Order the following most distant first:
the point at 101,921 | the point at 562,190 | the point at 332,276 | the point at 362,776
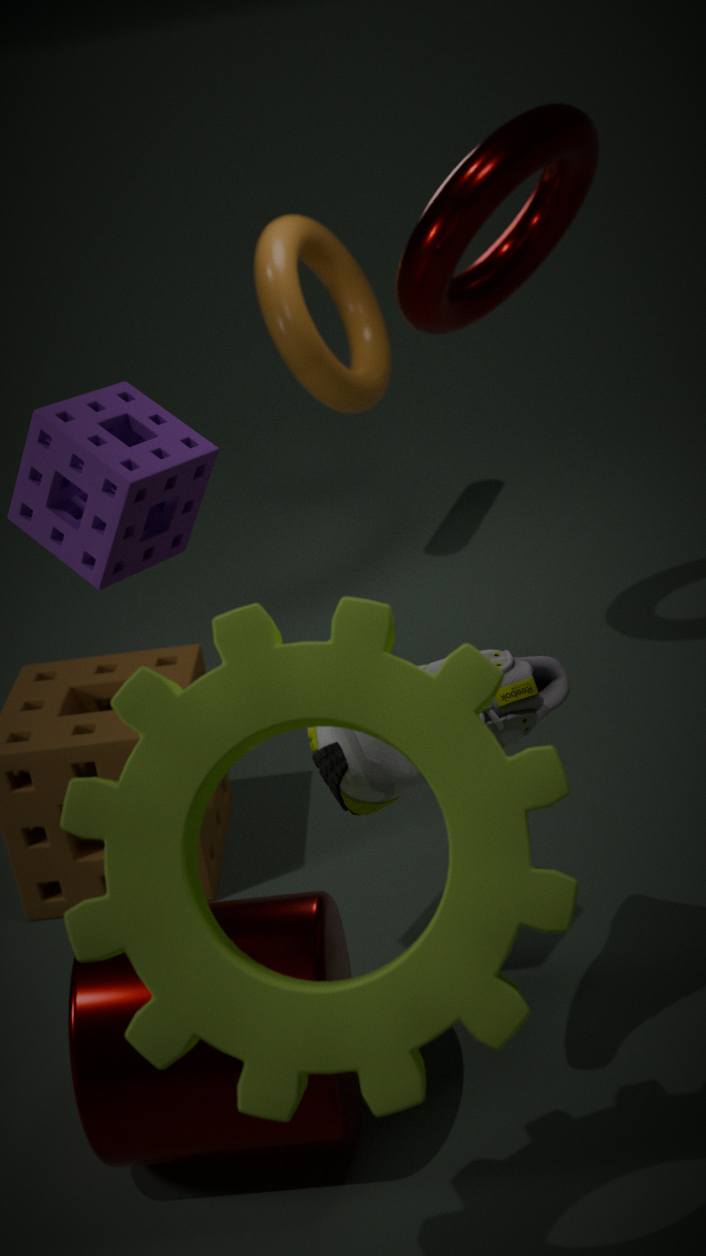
1. the point at 332,276
2. the point at 562,190
3. the point at 362,776
4. the point at 101,921
